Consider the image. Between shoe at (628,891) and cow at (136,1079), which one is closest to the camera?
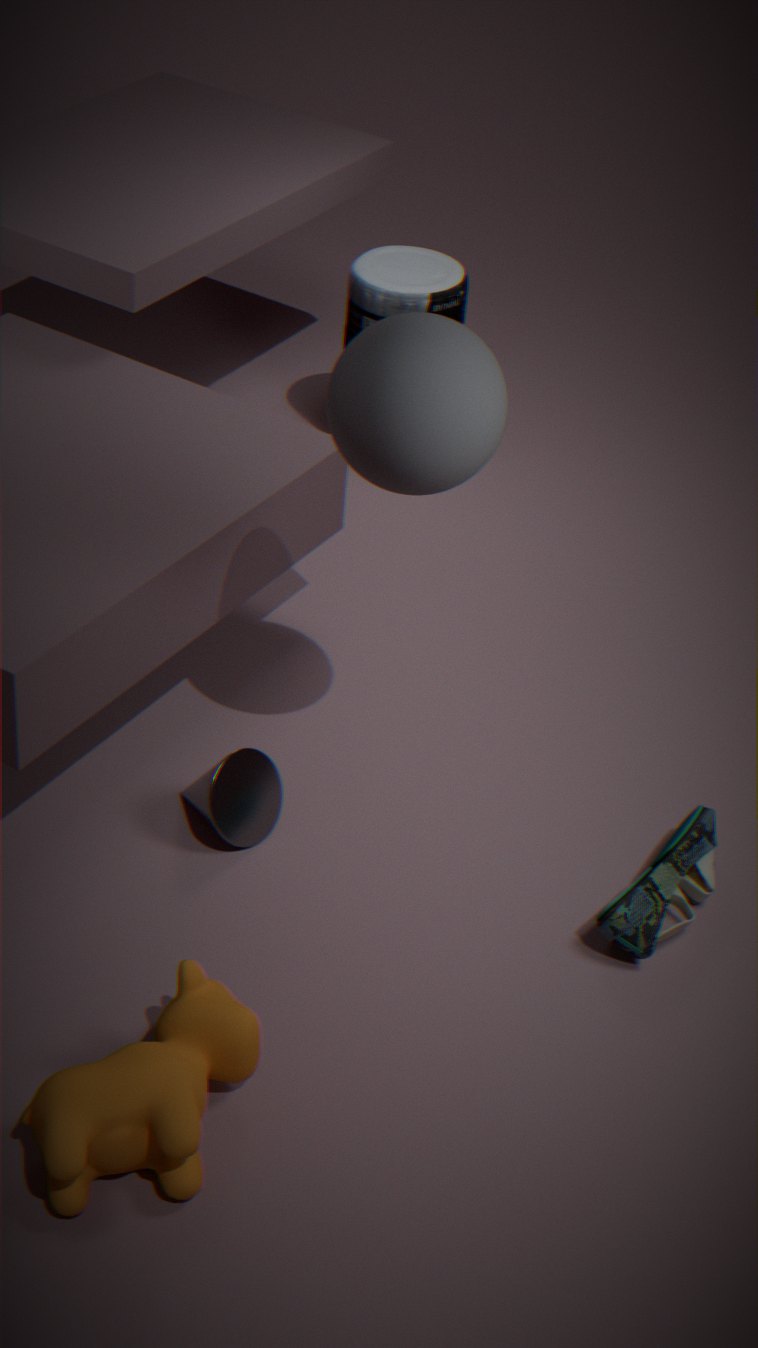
cow at (136,1079)
